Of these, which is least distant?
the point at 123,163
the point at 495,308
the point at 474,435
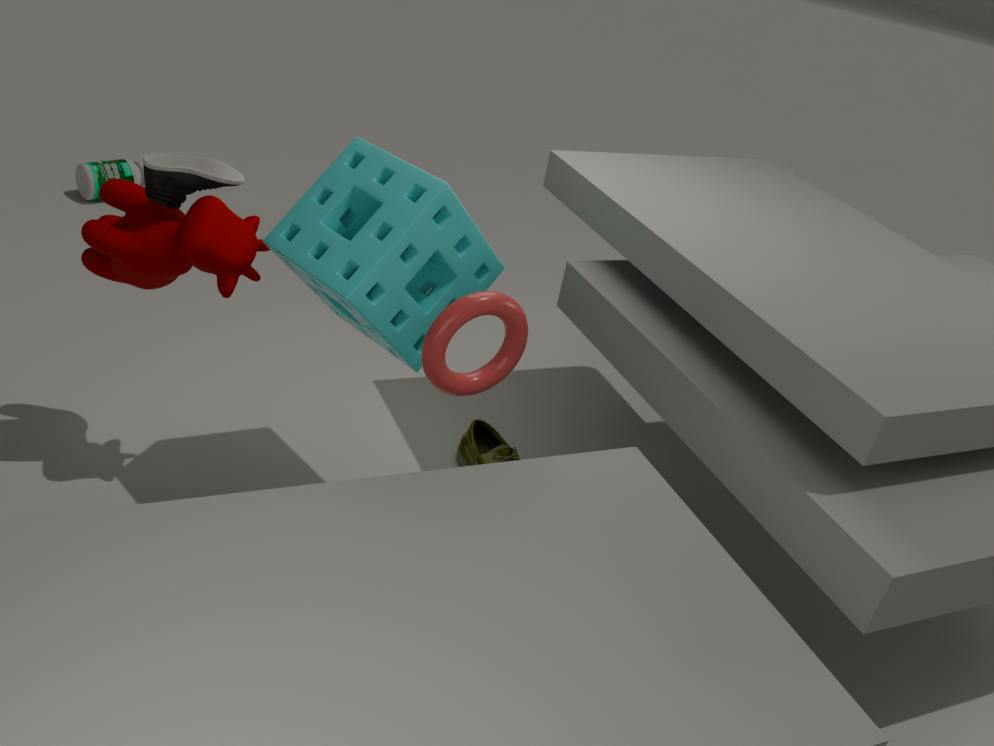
the point at 495,308
